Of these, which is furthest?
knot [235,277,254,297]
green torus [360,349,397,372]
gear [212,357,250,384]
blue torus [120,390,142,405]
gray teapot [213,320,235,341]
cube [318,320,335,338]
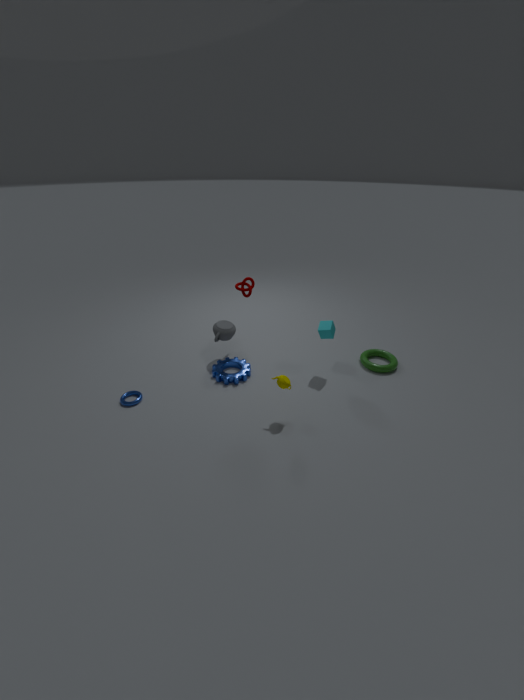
green torus [360,349,397,372]
